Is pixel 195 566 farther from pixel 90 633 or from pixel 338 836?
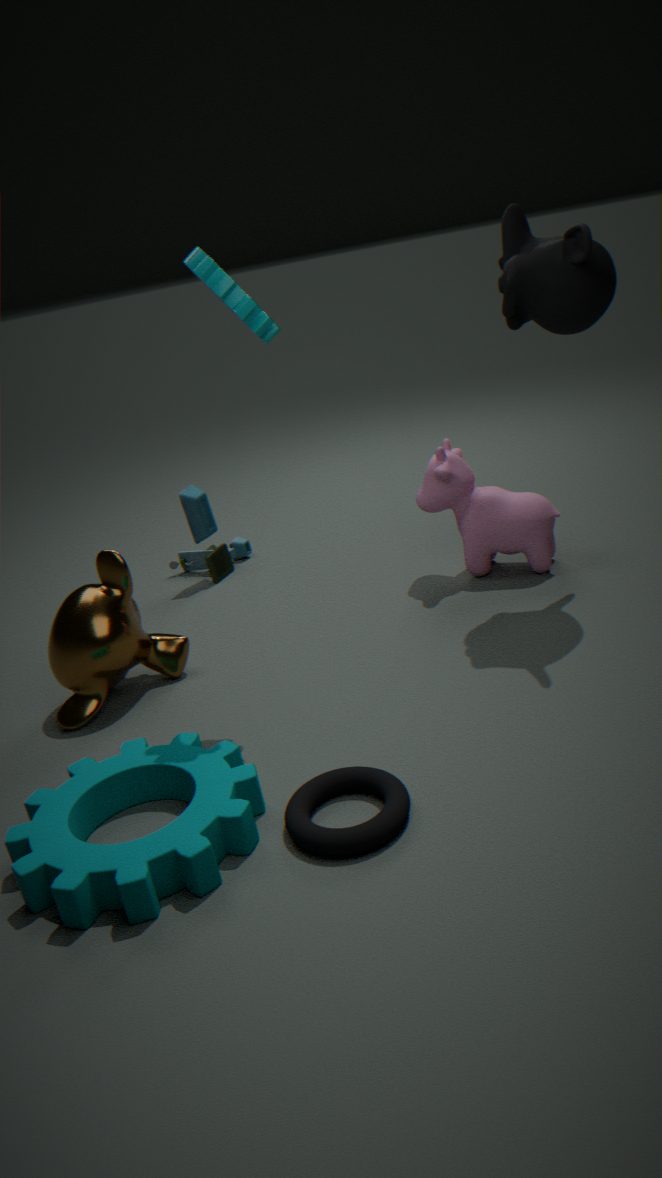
pixel 338 836
